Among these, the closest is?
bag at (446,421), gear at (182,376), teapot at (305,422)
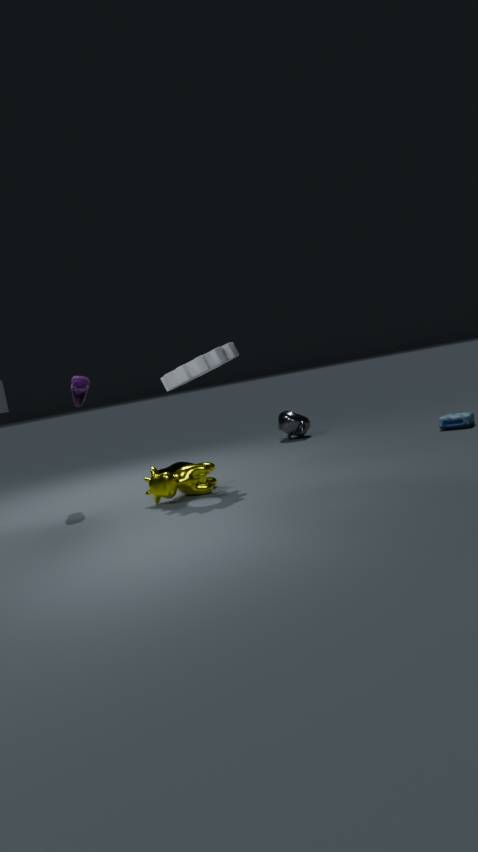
gear at (182,376)
